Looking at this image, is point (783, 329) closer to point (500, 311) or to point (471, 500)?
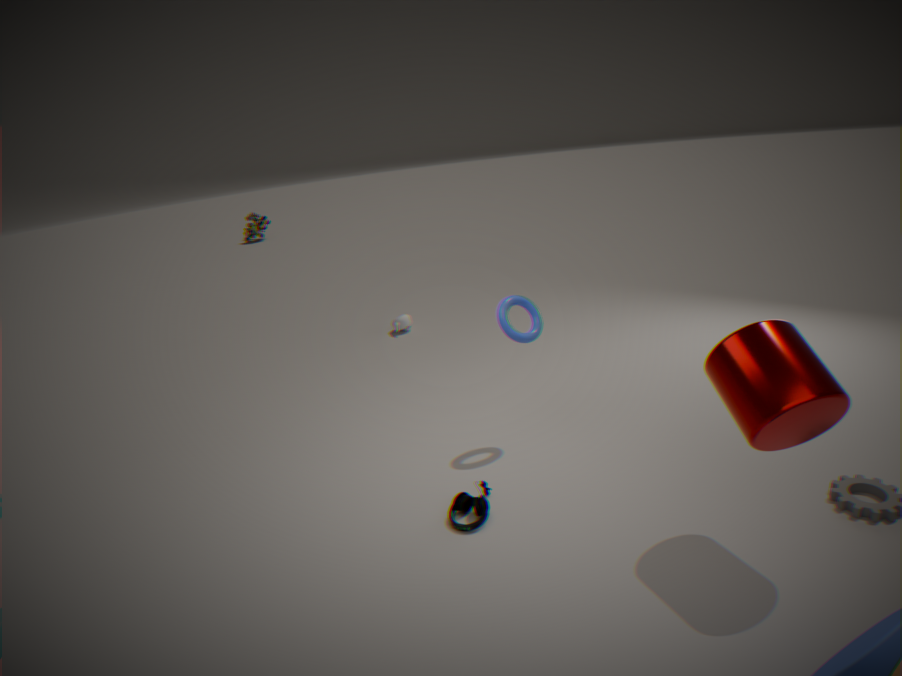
point (500, 311)
